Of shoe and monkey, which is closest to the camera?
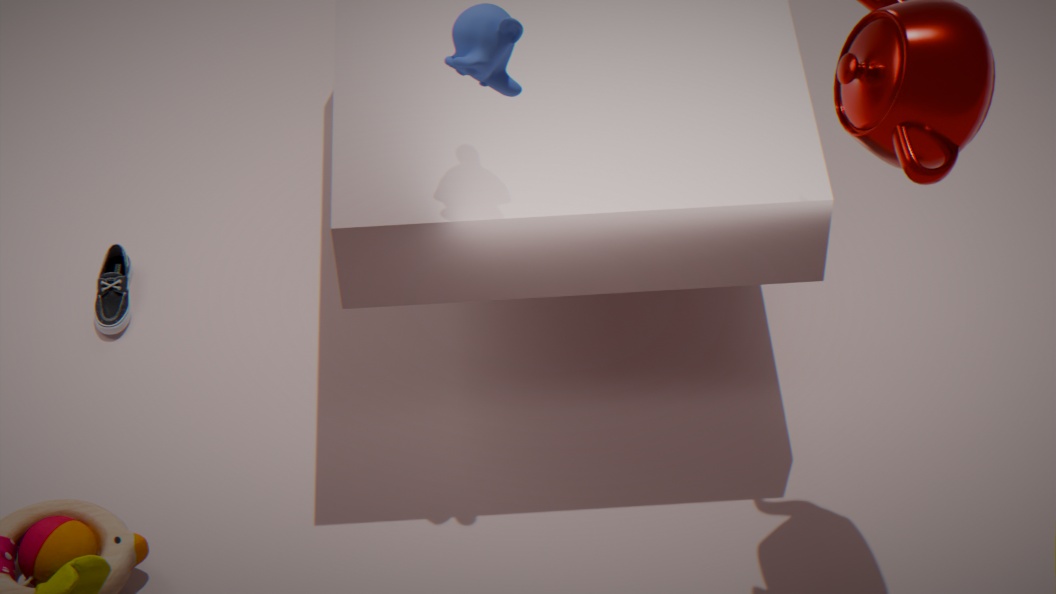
monkey
